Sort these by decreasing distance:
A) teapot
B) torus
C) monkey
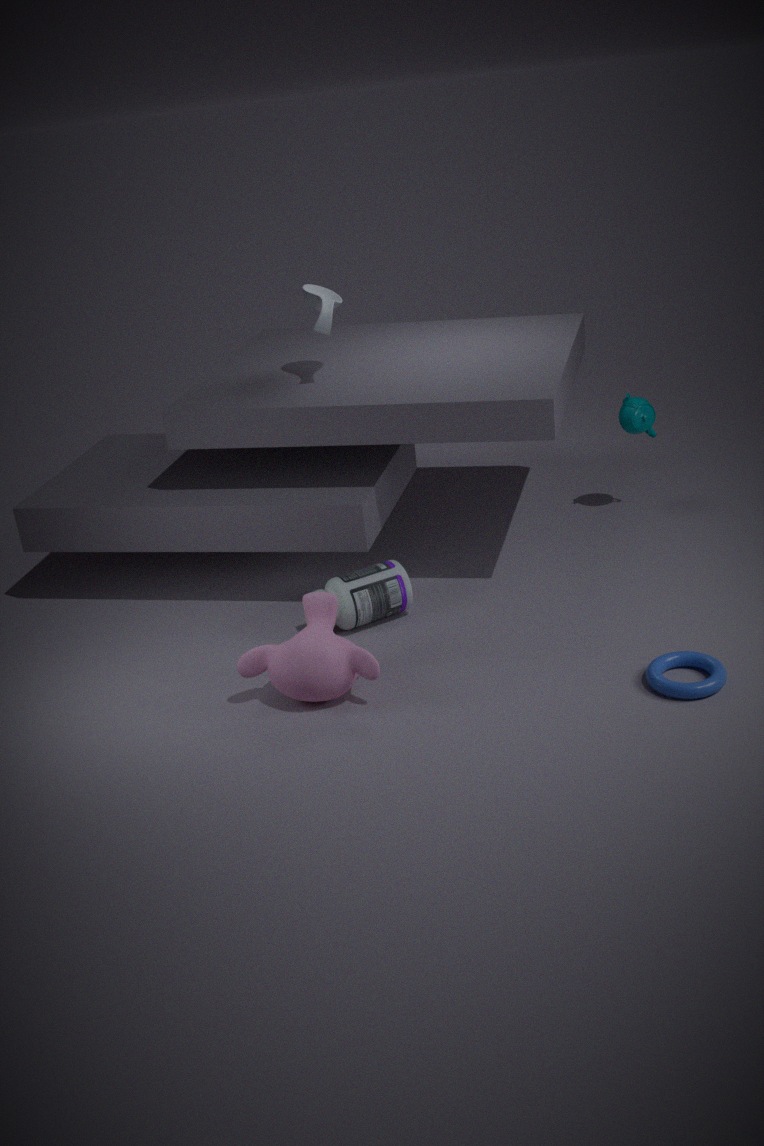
teapot, monkey, torus
